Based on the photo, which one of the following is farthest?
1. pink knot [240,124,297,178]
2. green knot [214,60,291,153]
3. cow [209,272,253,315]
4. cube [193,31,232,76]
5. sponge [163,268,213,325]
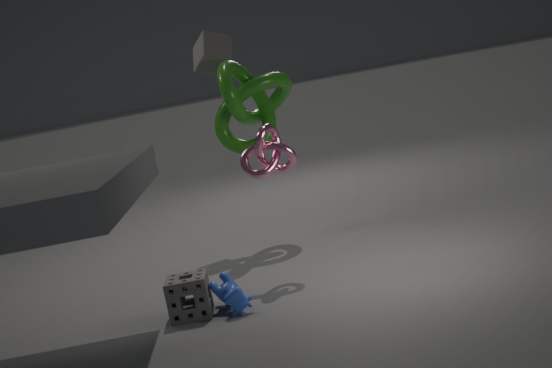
cube [193,31,232,76]
